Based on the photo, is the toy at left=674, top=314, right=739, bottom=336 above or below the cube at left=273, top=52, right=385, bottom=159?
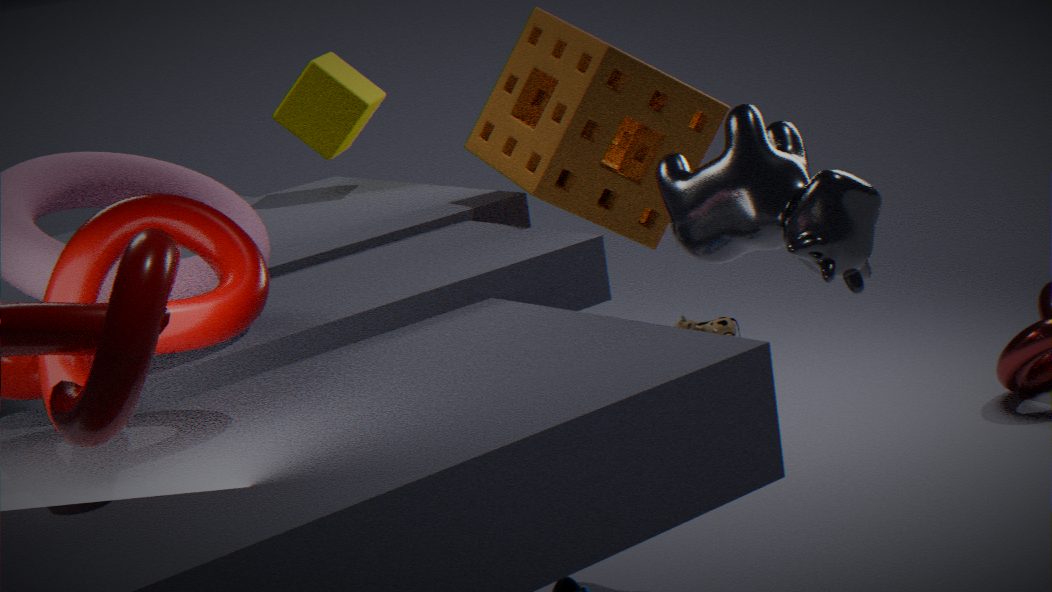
below
